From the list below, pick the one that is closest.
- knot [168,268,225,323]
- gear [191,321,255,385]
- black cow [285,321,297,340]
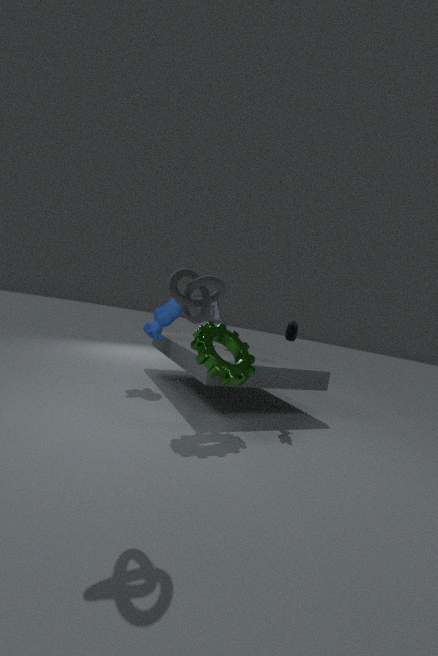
knot [168,268,225,323]
